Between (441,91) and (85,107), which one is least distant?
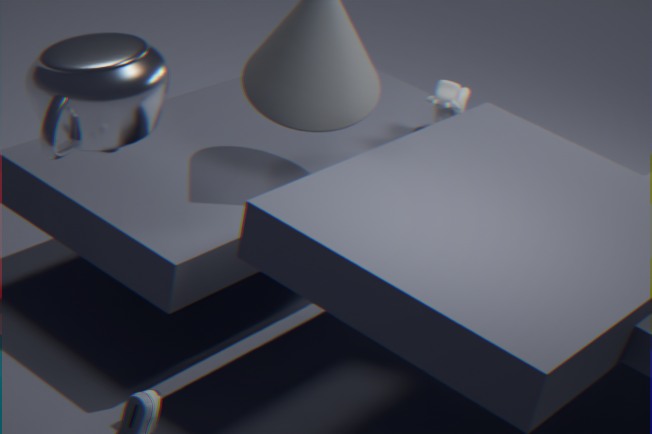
(85,107)
